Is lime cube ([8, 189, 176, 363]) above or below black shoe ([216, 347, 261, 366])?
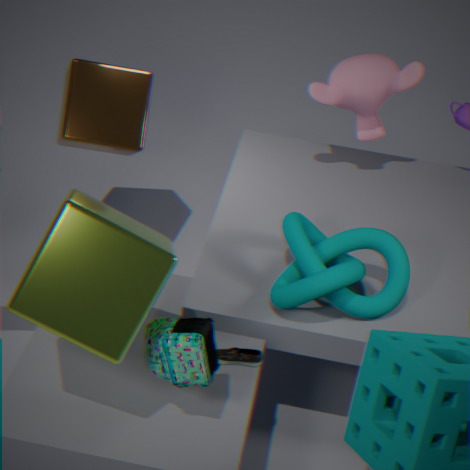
above
